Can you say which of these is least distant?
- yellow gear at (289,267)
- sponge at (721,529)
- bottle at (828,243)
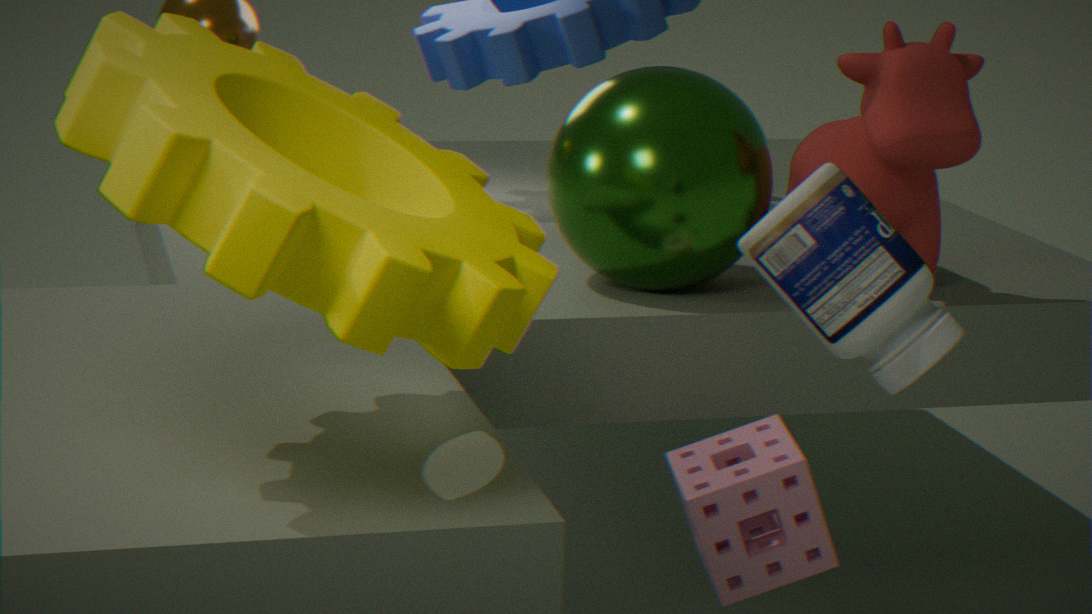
yellow gear at (289,267)
